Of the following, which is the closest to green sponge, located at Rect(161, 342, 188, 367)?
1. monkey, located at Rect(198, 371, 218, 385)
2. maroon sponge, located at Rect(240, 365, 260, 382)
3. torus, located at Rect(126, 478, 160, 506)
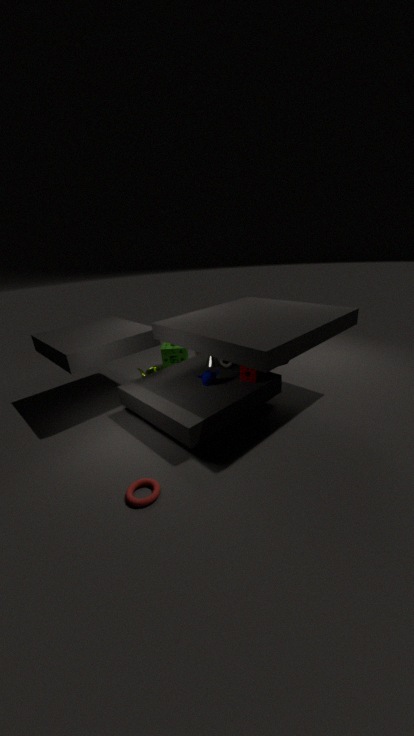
monkey, located at Rect(198, 371, 218, 385)
